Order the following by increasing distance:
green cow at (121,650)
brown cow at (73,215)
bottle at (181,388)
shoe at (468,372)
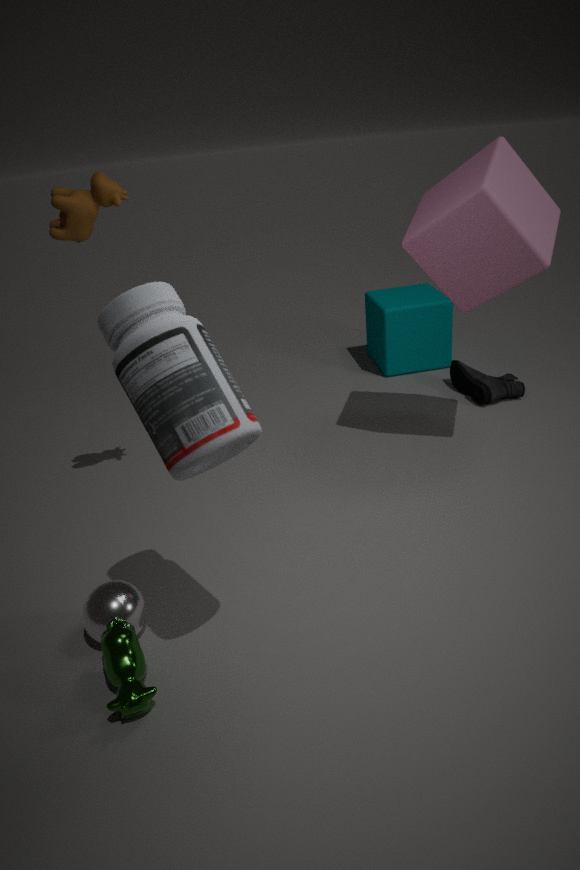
1. bottle at (181,388)
2. green cow at (121,650)
3. brown cow at (73,215)
4. shoe at (468,372)
